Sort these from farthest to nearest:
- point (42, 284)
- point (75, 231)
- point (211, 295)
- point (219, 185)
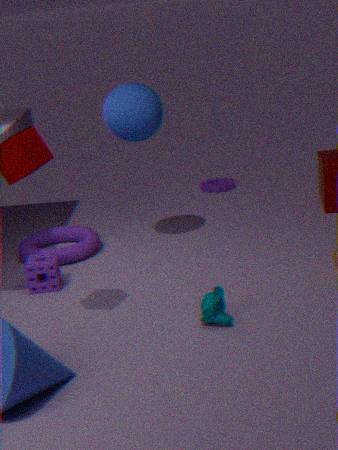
point (219, 185) → point (75, 231) → point (42, 284) → point (211, 295)
